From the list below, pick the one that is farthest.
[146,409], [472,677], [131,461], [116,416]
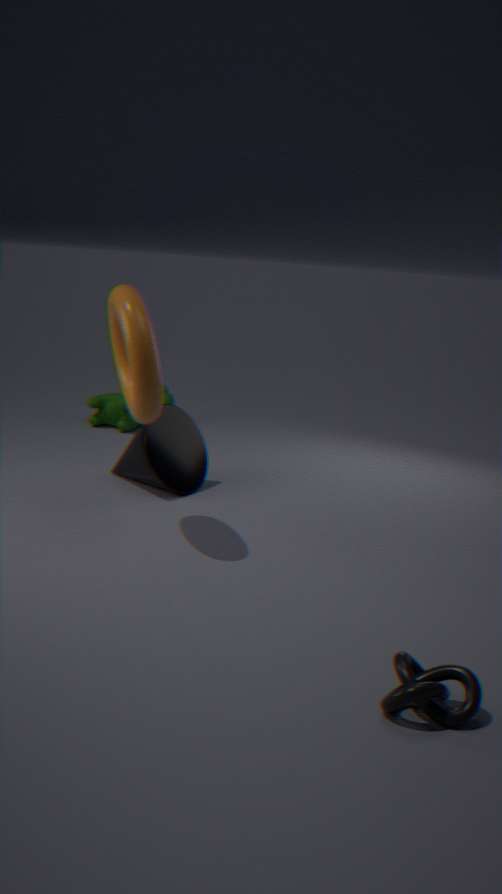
[116,416]
